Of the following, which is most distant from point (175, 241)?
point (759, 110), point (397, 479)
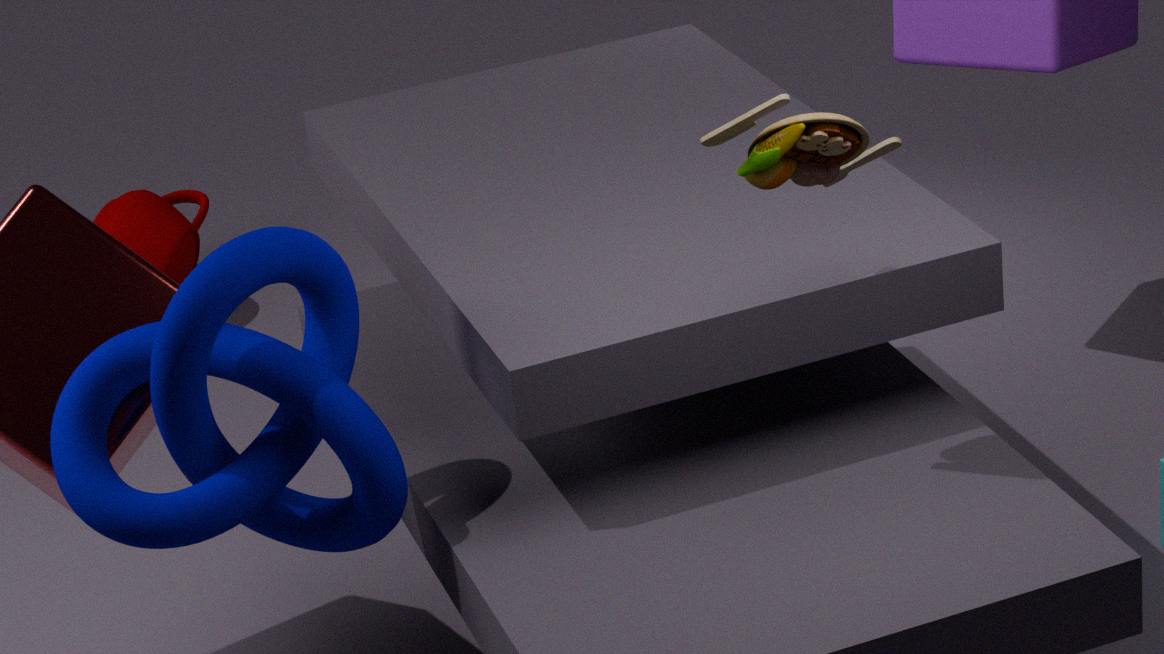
point (759, 110)
